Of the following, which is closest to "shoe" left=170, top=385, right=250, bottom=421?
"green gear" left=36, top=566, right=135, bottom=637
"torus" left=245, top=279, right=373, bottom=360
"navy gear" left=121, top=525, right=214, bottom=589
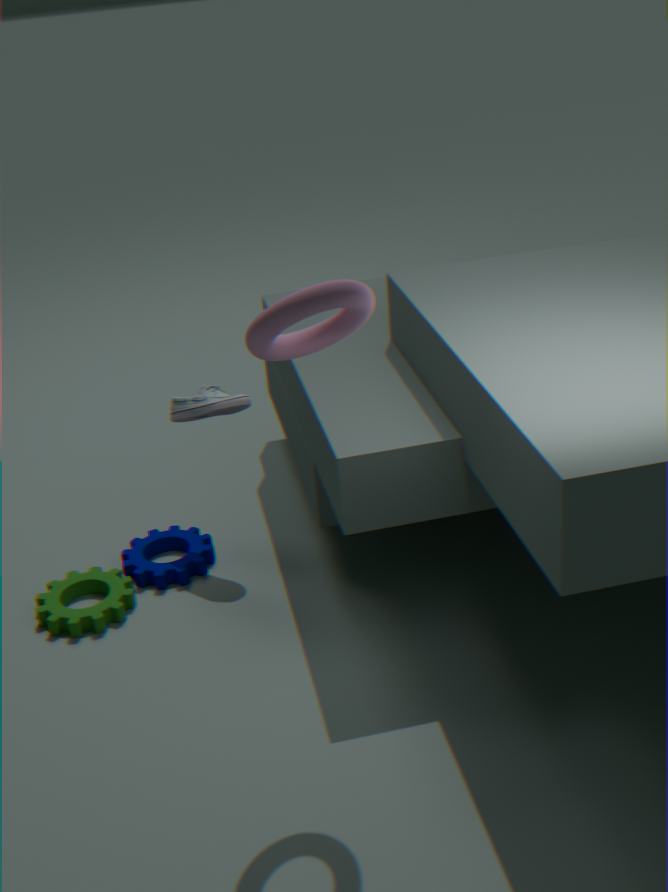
"navy gear" left=121, top=525, right=214, bottom=589
